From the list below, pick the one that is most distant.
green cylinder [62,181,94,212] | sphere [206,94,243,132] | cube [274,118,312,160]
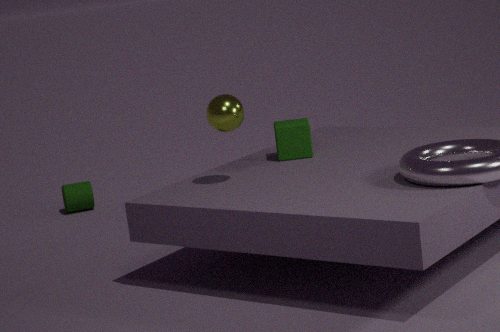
green cylinder [62,181,94,212]
